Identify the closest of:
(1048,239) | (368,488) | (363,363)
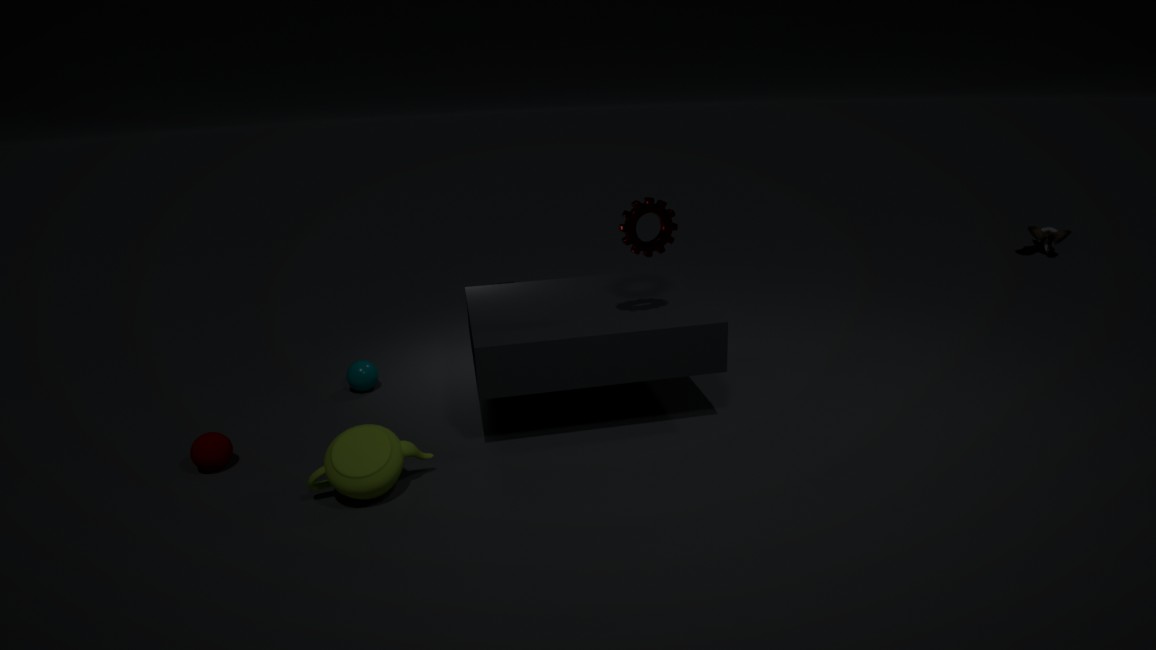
(368,488)
